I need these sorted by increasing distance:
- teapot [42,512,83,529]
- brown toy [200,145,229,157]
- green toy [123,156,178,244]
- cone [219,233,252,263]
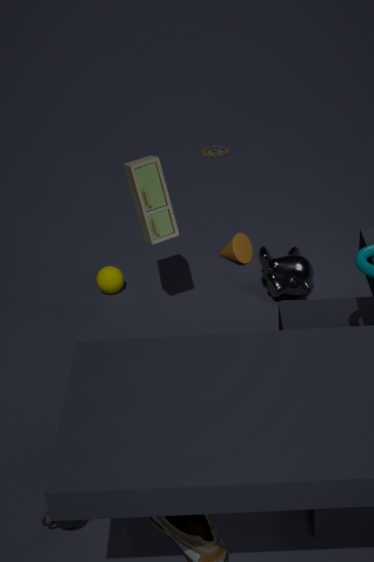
teapot [42,512,83,529]
green toy [123,156,178,244]
cone [219,233,252,263]
brown toy [200,145,229,157]
